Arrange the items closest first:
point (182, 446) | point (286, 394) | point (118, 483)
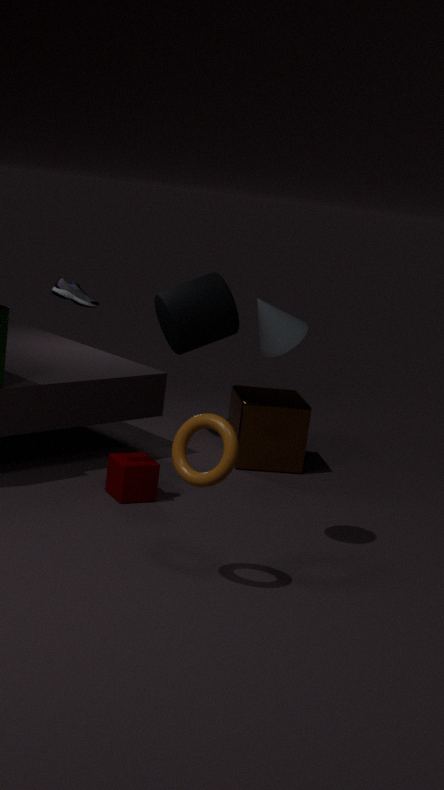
point (182, 446) → point (118, 483) → point (286, 394)
